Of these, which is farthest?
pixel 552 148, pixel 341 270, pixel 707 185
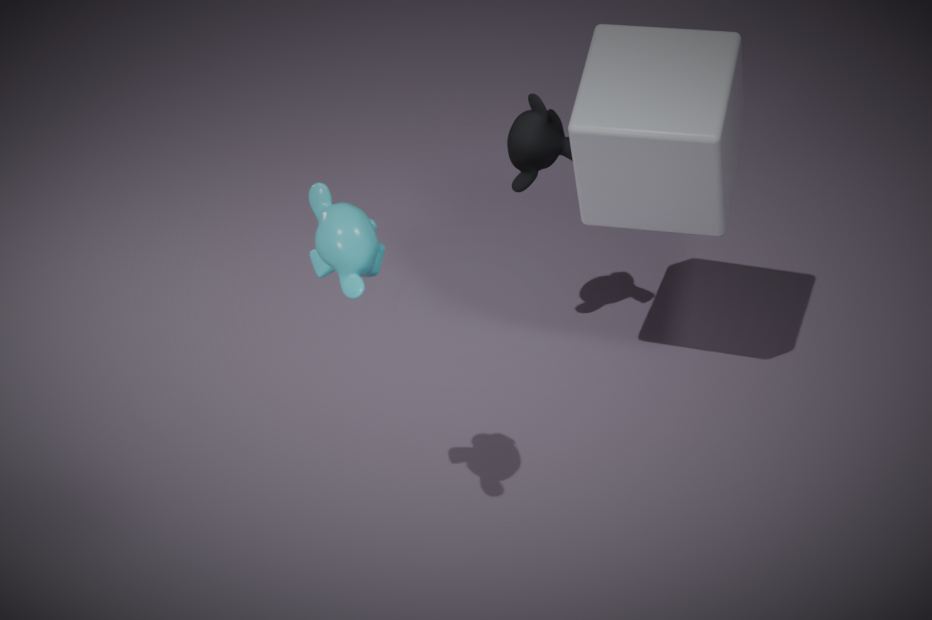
pixel 552 148
